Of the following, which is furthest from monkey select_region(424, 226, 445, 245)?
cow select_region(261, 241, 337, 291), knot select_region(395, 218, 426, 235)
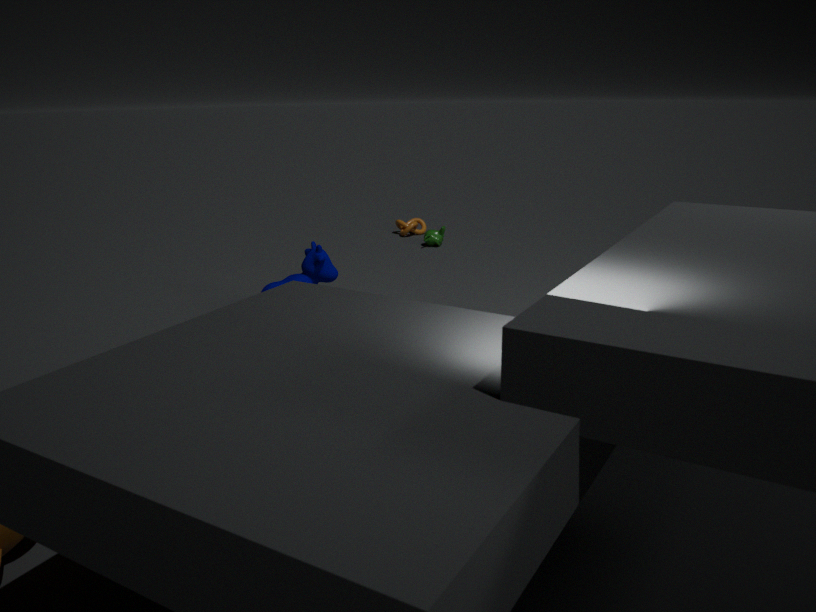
cow select_region(261, 241, 337, 291)
